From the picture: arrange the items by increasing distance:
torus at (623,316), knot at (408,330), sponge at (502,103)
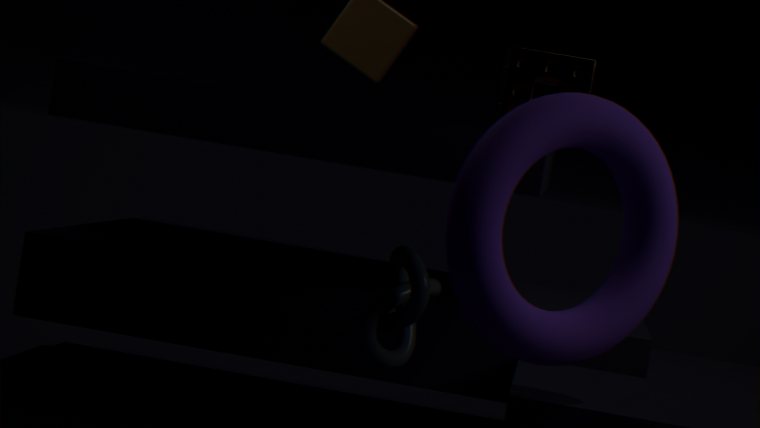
1. torus at (623,316)
2. sponge at (502,103)
3. knot at (408,330)
